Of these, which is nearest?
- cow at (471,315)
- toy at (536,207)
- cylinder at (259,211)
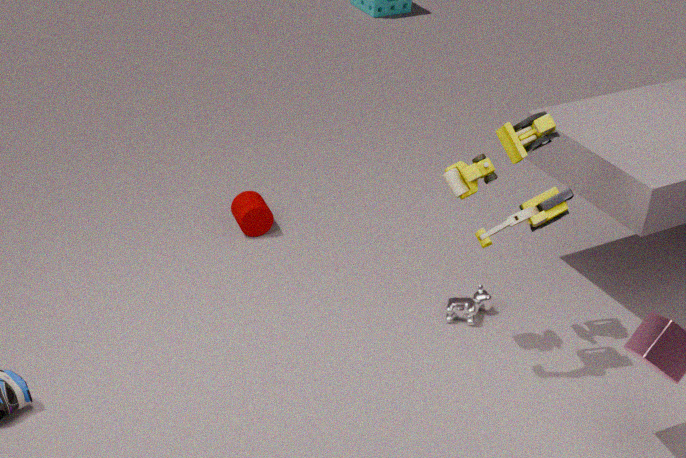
toy at (536,207)
